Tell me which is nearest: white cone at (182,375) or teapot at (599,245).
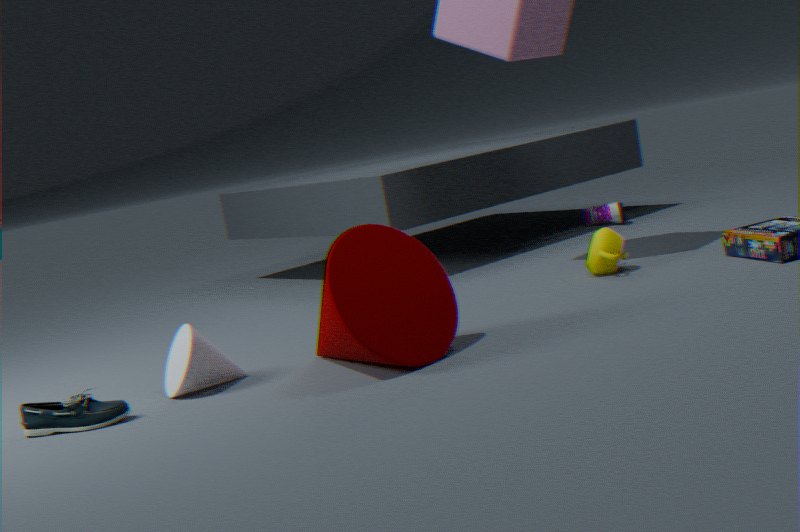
white cone at (182,375)
